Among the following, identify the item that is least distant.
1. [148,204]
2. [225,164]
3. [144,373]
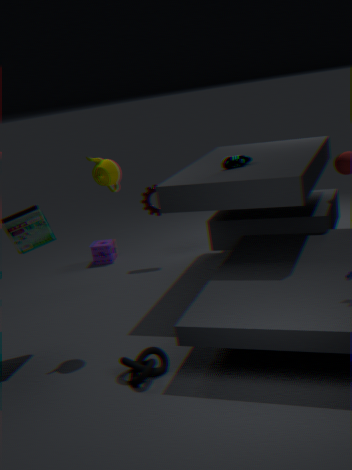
[144,373]
